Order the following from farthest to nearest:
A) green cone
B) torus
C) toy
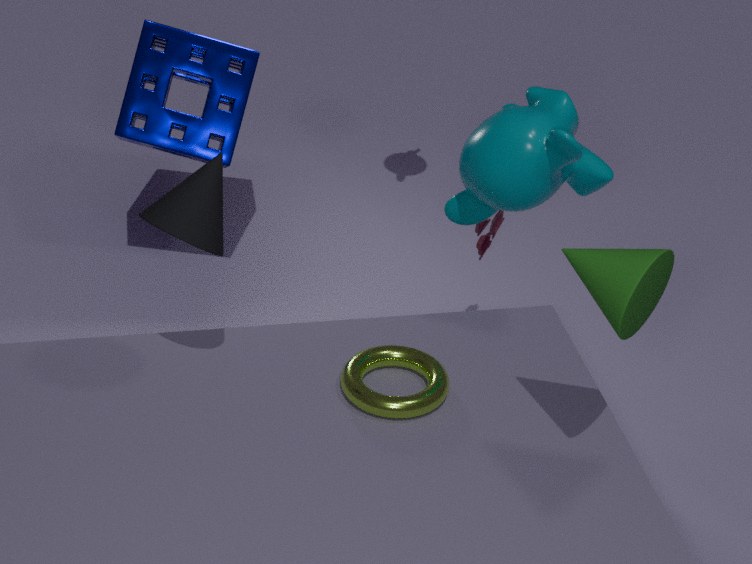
toy
torus
green cone
